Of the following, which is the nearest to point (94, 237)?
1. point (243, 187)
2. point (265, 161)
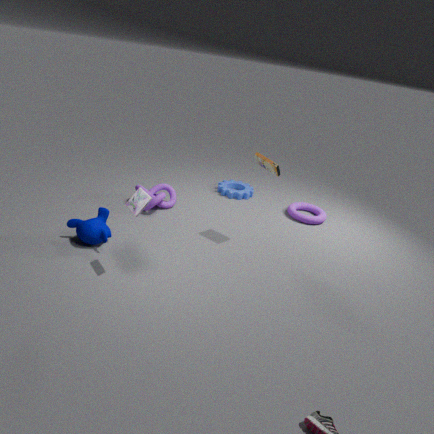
point (265, 161)
